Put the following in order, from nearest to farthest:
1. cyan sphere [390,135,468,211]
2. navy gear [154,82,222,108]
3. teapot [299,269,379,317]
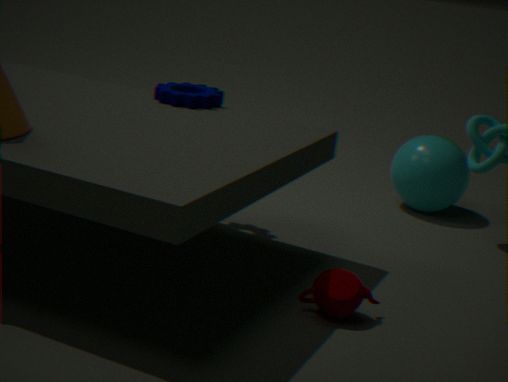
teapot [299,269,379,317] < navy gear [154,82,222,108] < cyan sphere [390,135,468,211]
